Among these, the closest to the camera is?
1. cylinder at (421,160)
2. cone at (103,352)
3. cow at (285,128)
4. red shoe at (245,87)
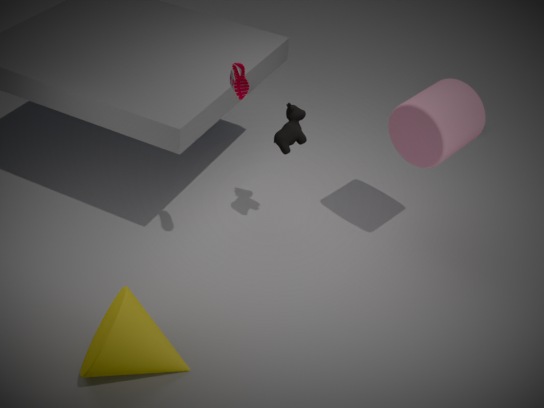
cone at (103,352)
